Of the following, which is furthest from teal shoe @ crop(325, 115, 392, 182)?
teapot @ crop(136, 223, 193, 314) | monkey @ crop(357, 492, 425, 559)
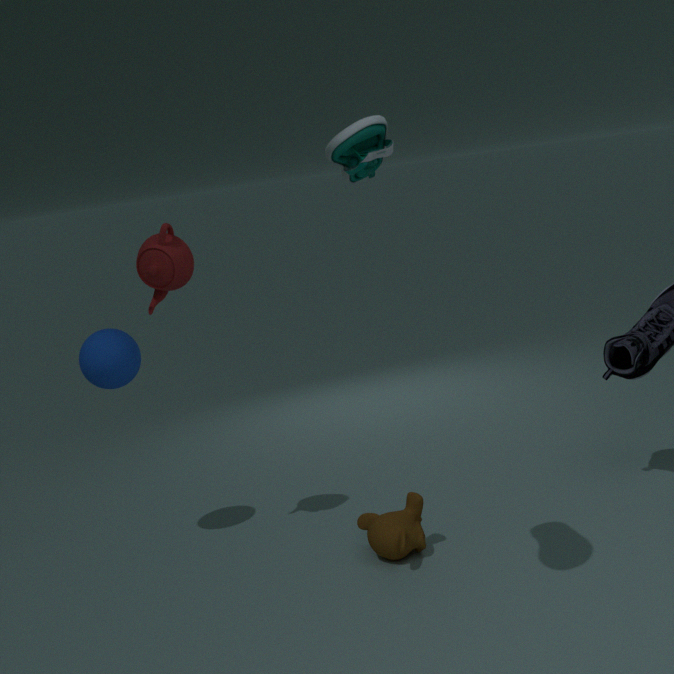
monkey @ crop(357, 492, 425, 559)
